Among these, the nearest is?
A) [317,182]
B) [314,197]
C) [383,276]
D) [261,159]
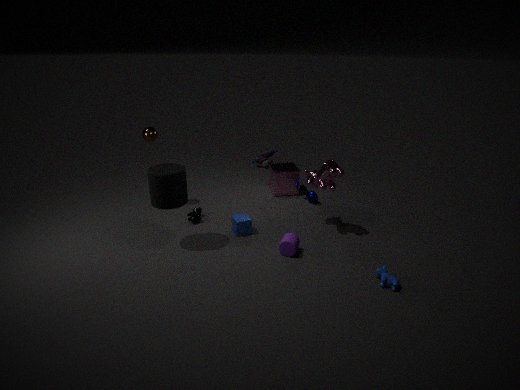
[383,276]
